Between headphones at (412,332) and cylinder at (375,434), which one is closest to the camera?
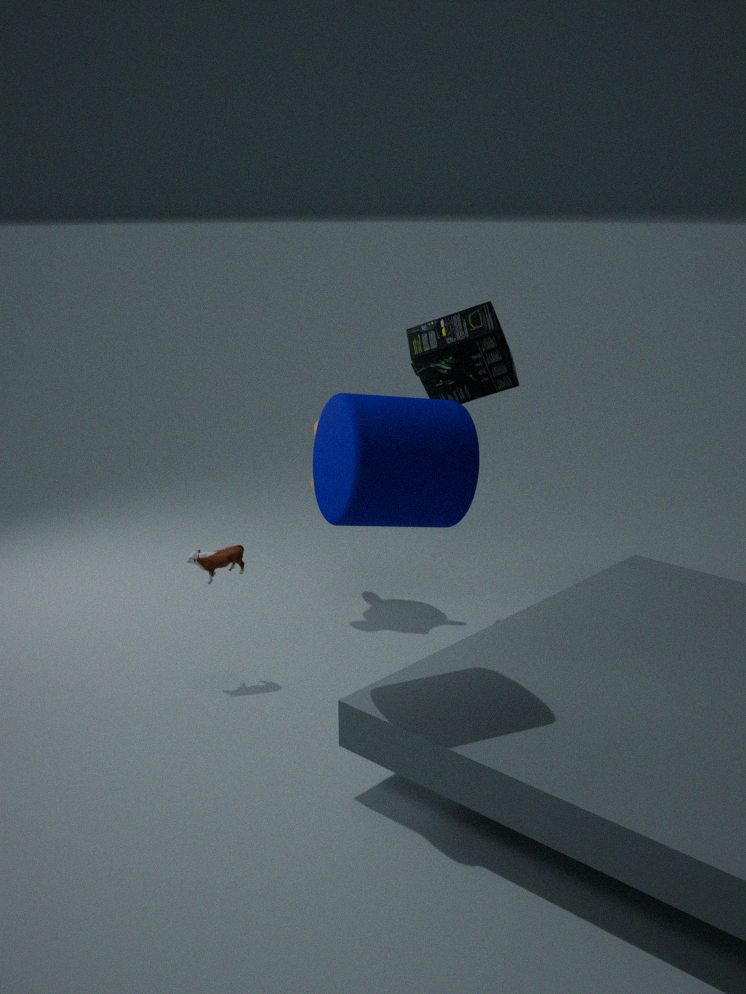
cylinder at (375,434)
